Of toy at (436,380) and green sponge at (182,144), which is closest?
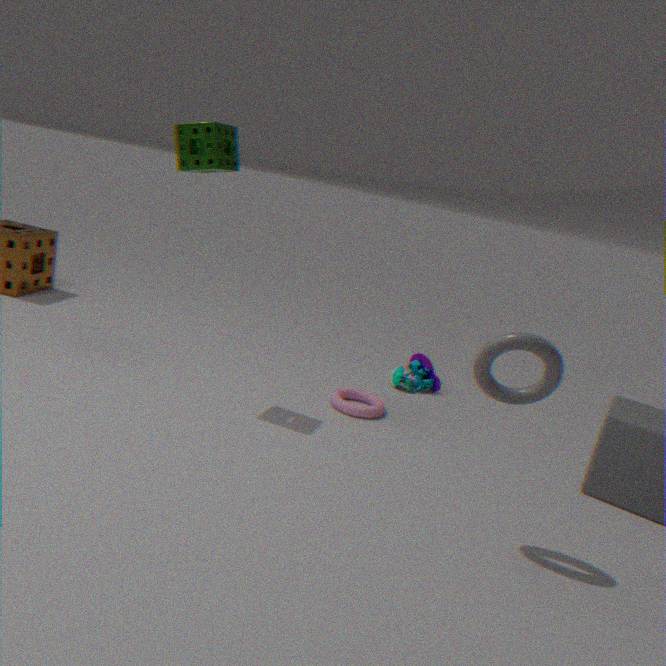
green sponge at (182,144)
